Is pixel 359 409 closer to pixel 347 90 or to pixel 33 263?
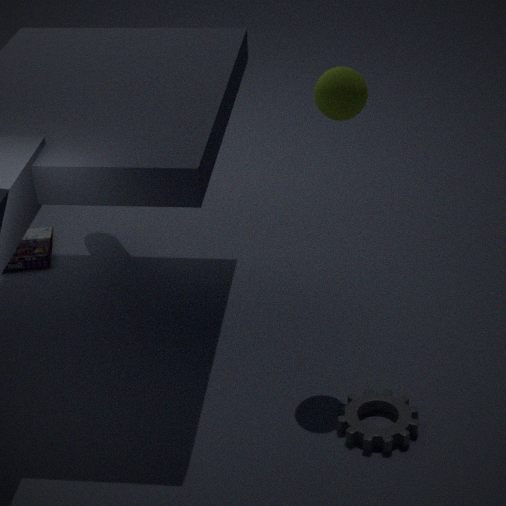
pixel 347 90
